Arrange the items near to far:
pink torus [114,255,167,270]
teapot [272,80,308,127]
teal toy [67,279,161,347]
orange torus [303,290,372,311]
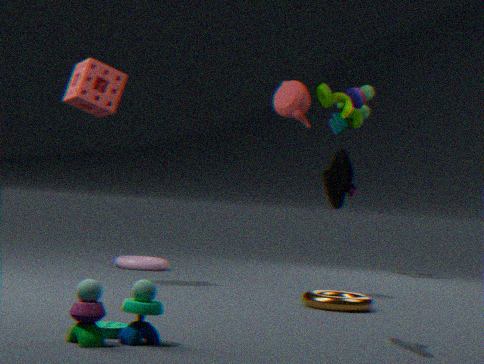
teal toy [67,279,161,347]
orange torus [303,290,372,311]
teapot [272,80,308,127]
pink torus [114,255,167,270]
